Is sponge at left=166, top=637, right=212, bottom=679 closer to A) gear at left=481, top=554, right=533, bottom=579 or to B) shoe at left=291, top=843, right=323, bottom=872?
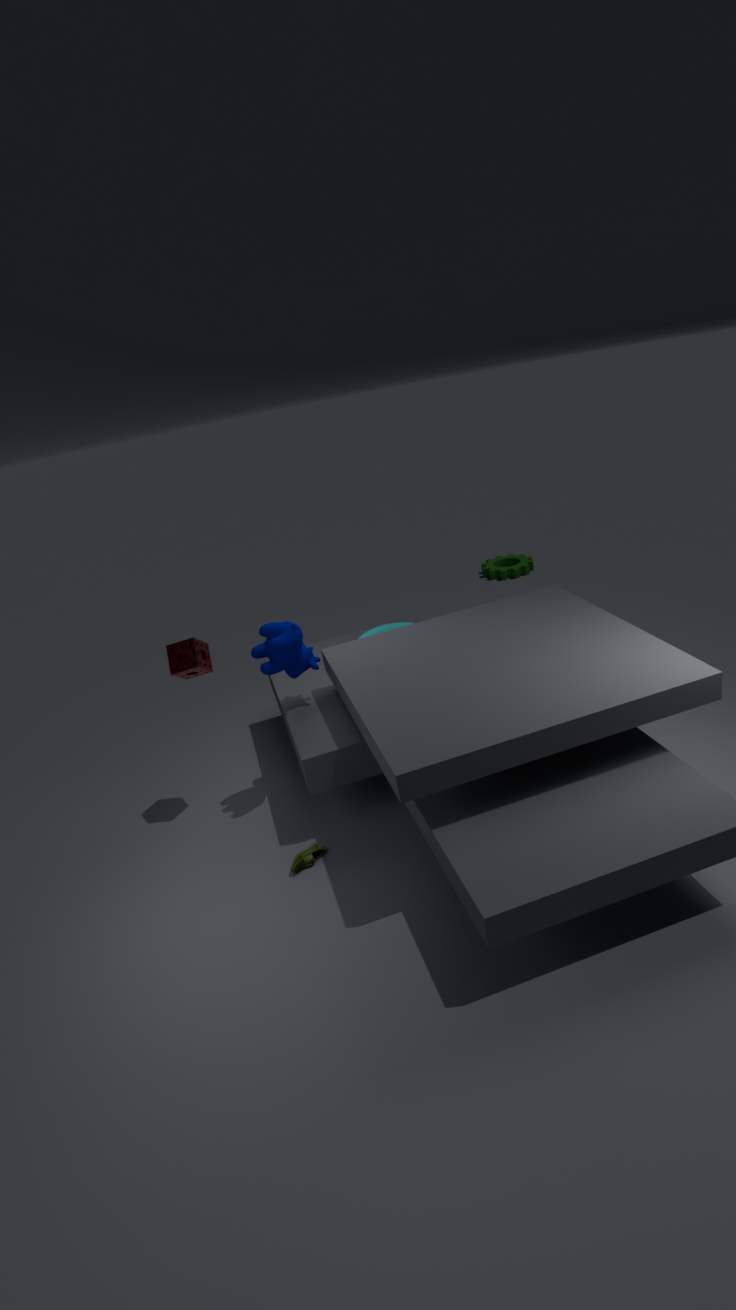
B) shoe at left=291, top=843, right=323, bottom=872
